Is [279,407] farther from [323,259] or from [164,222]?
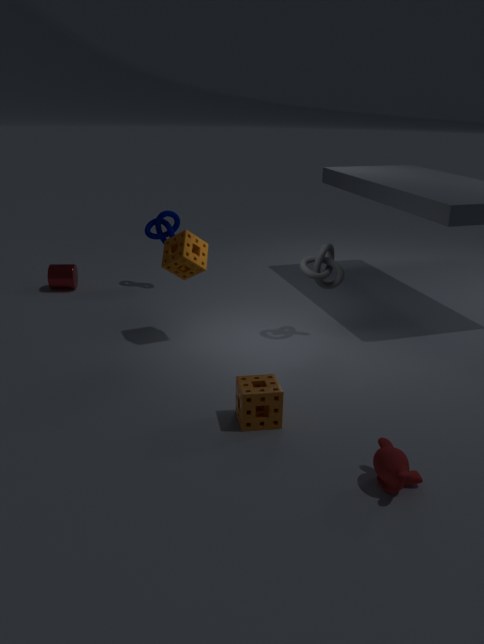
[164,222]
